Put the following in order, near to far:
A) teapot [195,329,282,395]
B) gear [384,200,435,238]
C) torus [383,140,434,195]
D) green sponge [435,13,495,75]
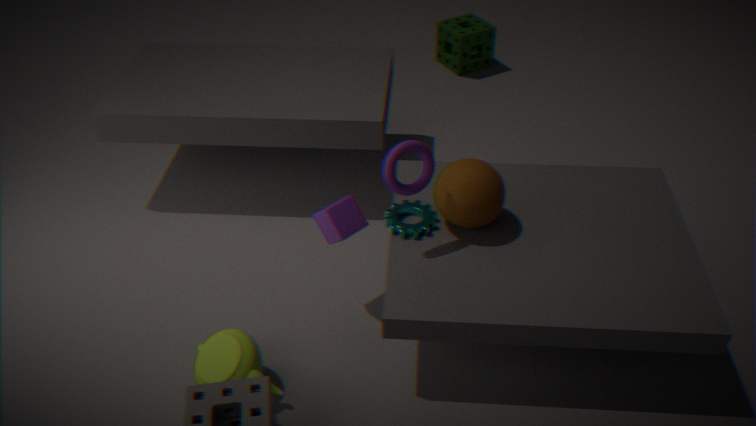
torus [383,140,434,195] → teapot [195,329,282,395] → gear [384,200,435,238] → green sponge [435,13,495,75]
